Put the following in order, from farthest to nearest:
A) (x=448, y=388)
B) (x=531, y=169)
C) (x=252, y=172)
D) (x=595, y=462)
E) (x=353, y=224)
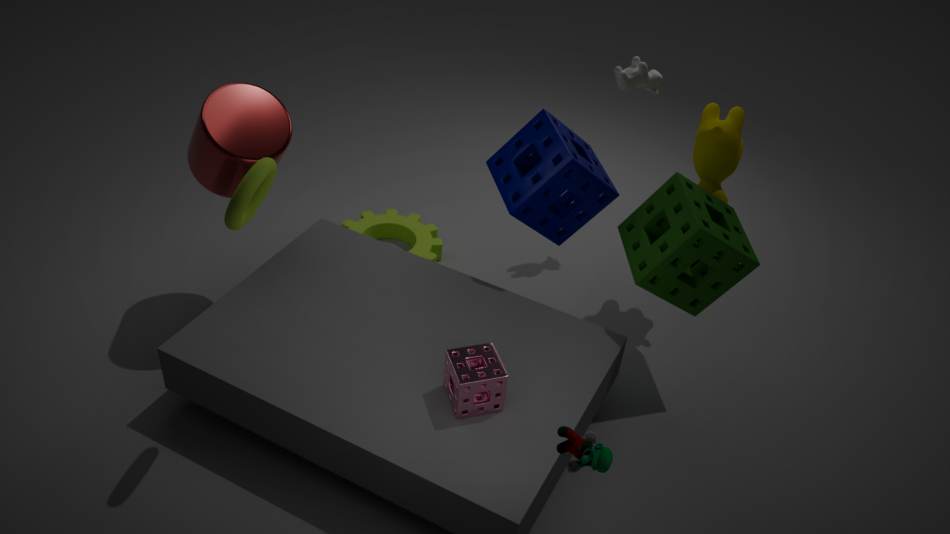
(x=353, y=224)
(x=531, y=169)
(x=448, y=388)
(x=252, y=172)
(x=595, y=462)
